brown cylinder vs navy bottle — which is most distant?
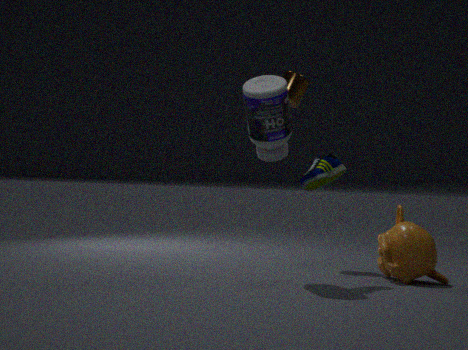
brown cylinder
